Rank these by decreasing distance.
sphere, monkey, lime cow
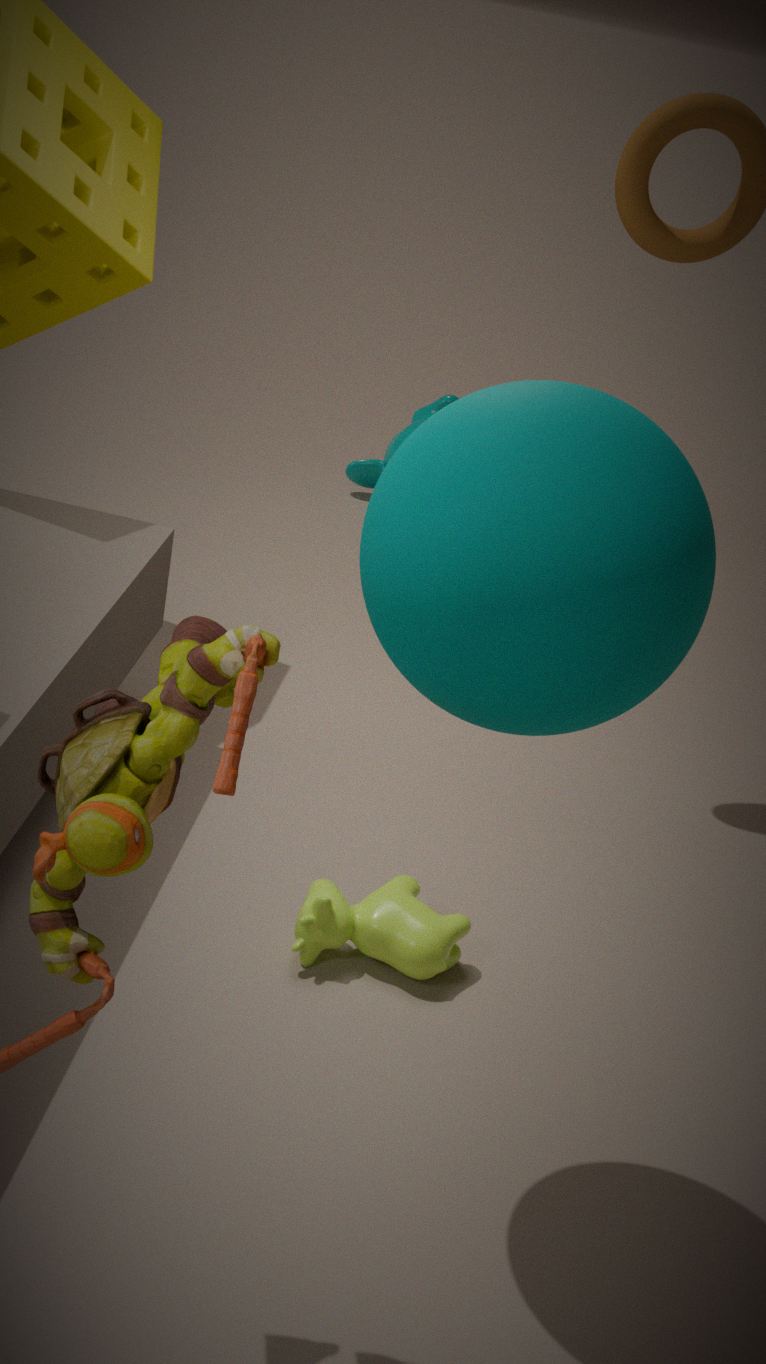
monkey, lime cow, sphere
